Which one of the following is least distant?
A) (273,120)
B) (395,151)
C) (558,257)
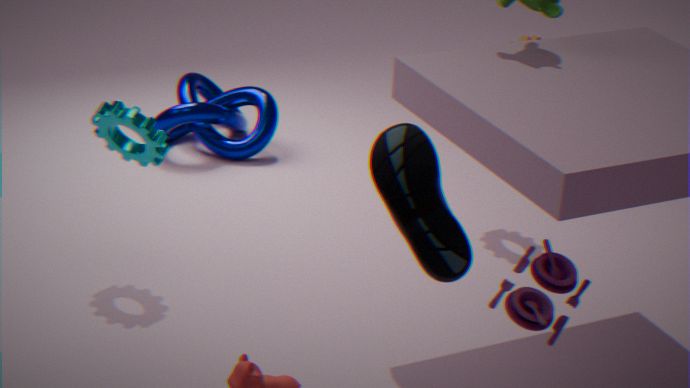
(395,151)
